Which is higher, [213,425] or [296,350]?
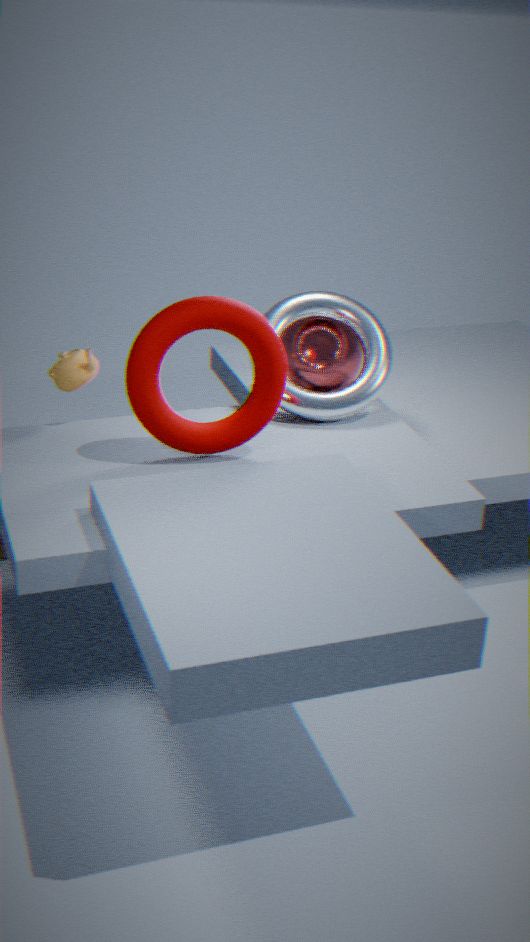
[213,425]
